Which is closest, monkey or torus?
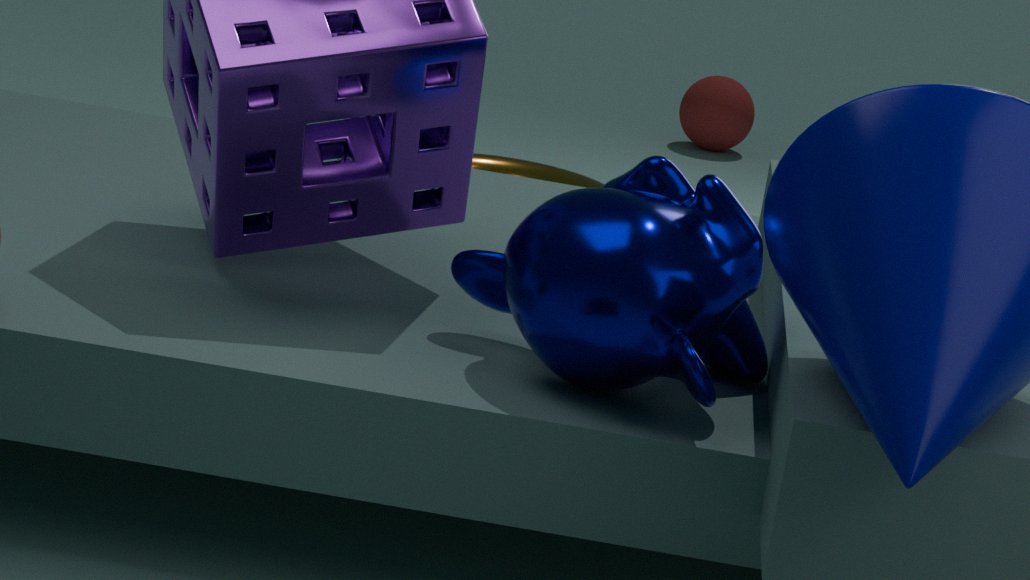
monkey
